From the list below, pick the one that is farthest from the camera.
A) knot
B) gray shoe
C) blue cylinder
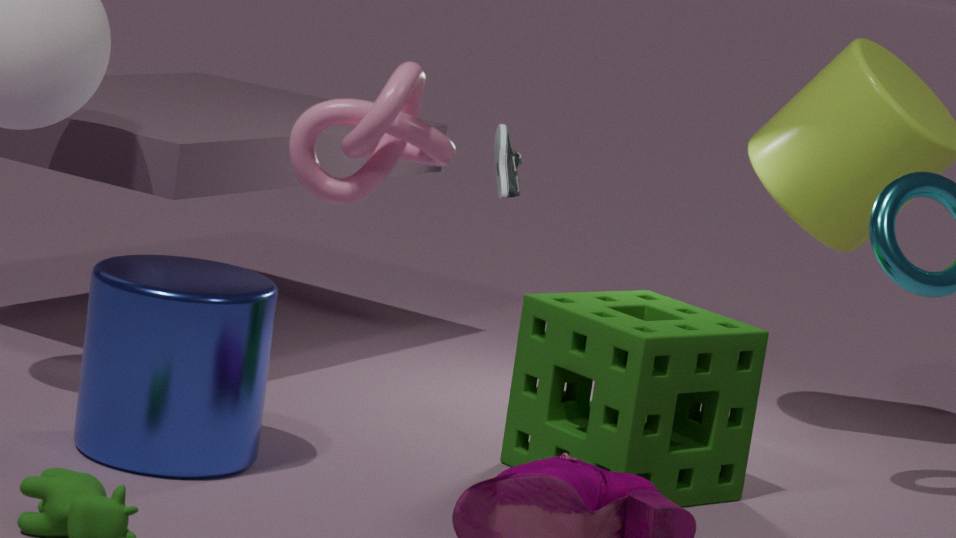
gray shoe
